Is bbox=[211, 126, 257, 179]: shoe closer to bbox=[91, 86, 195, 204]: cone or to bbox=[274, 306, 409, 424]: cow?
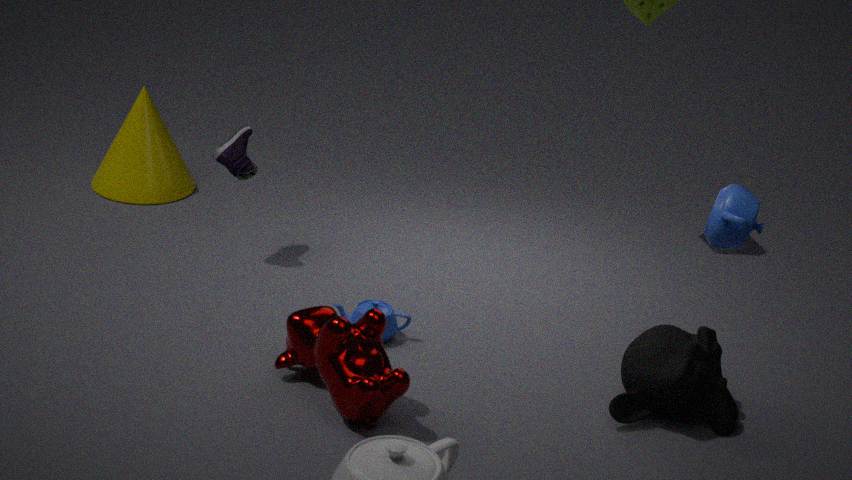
bbox=[91, 86, 195, 204]: cone
